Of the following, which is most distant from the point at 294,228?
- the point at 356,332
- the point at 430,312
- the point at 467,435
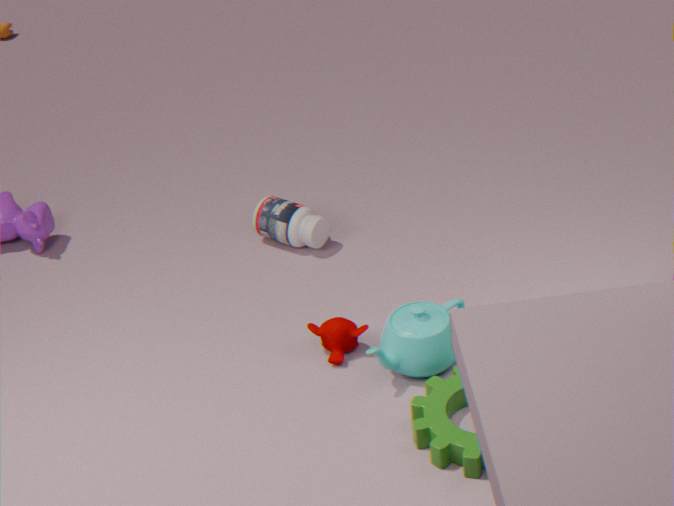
the point at 467,435
